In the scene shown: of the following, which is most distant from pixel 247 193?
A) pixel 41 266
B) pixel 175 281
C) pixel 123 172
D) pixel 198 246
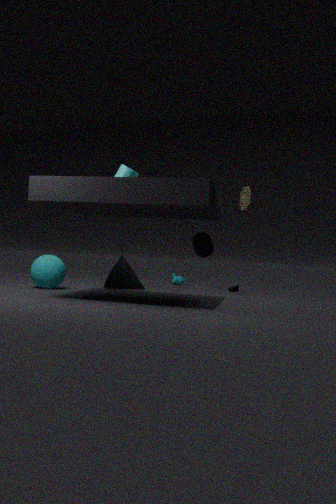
pixel 41 266
